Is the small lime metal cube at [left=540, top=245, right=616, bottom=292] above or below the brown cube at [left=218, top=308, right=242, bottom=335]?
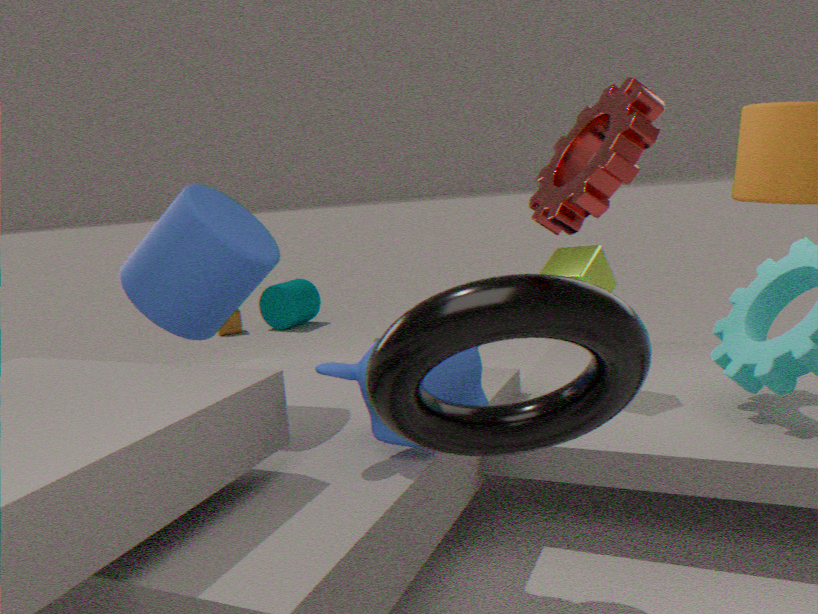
above
